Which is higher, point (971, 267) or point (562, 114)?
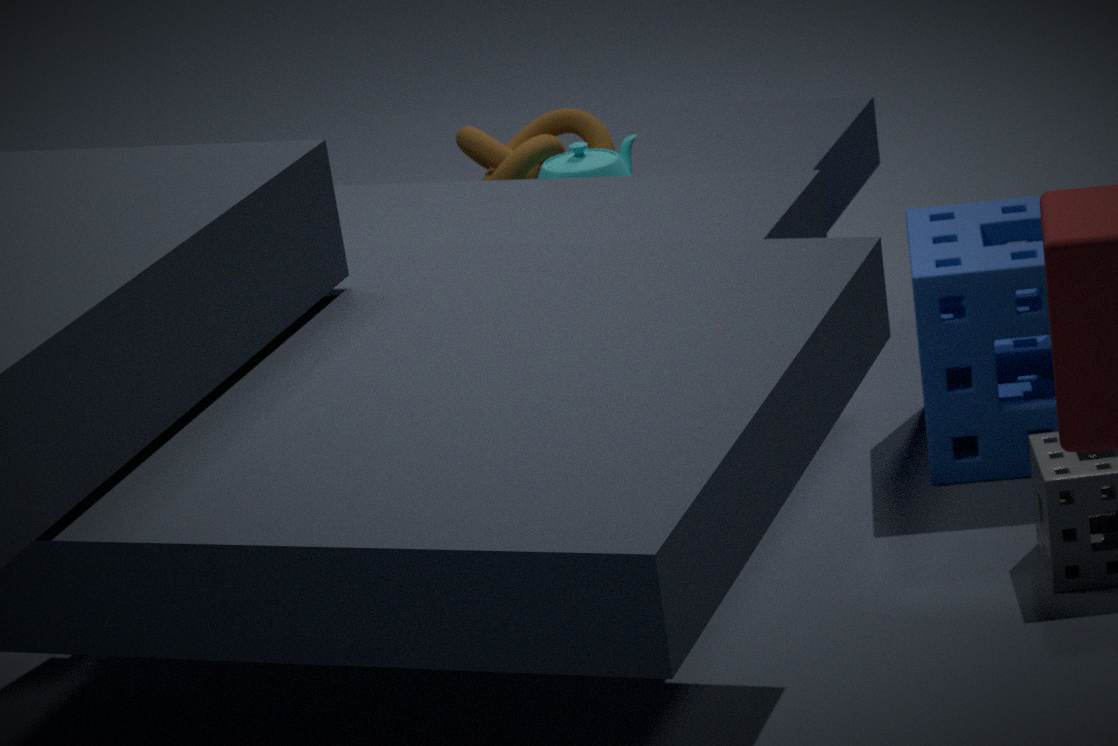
point (562, 114)
